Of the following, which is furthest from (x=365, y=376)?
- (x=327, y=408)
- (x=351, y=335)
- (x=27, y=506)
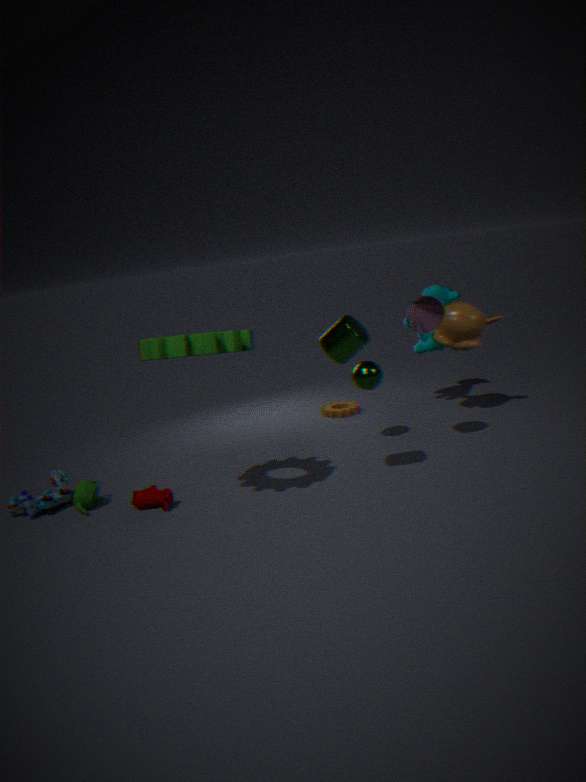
(x=27, y=506)
